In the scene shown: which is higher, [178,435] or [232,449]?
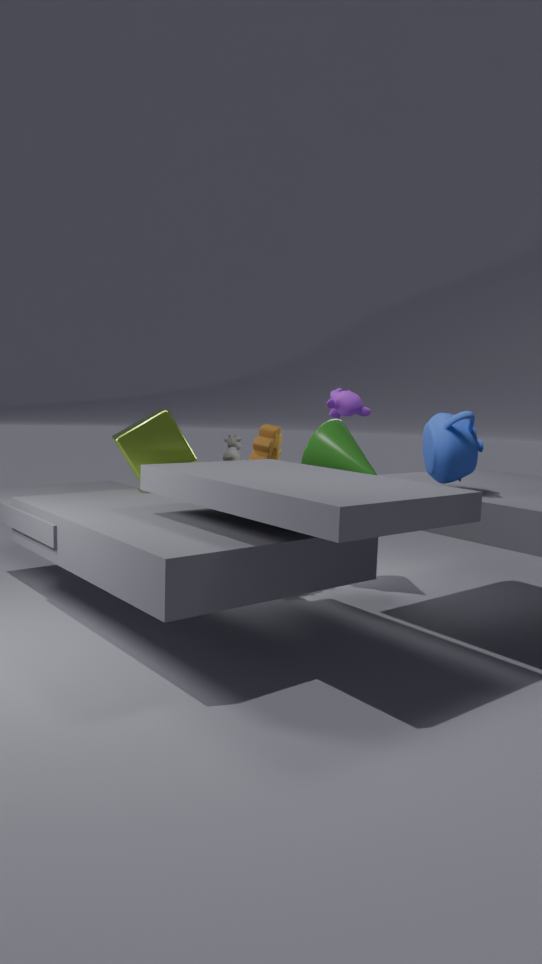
[178,435]
